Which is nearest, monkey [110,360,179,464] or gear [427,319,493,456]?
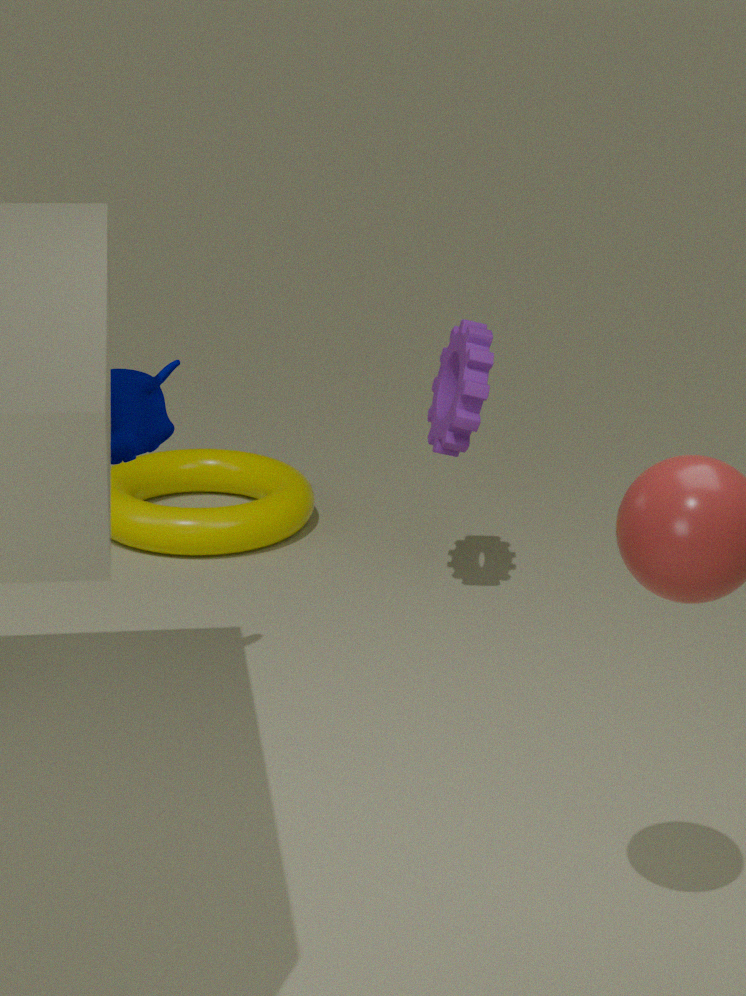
monkey [110,360,179,464]
